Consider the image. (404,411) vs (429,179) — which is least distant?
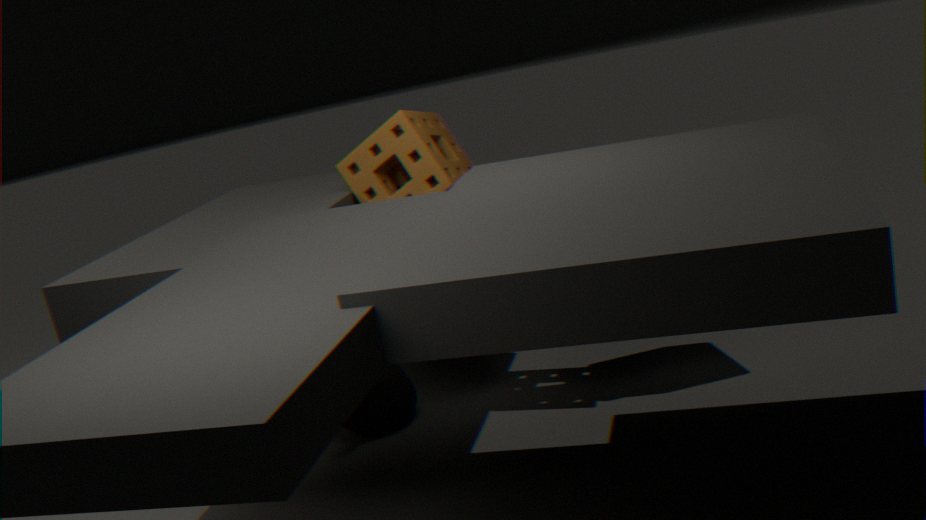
(429,179)
